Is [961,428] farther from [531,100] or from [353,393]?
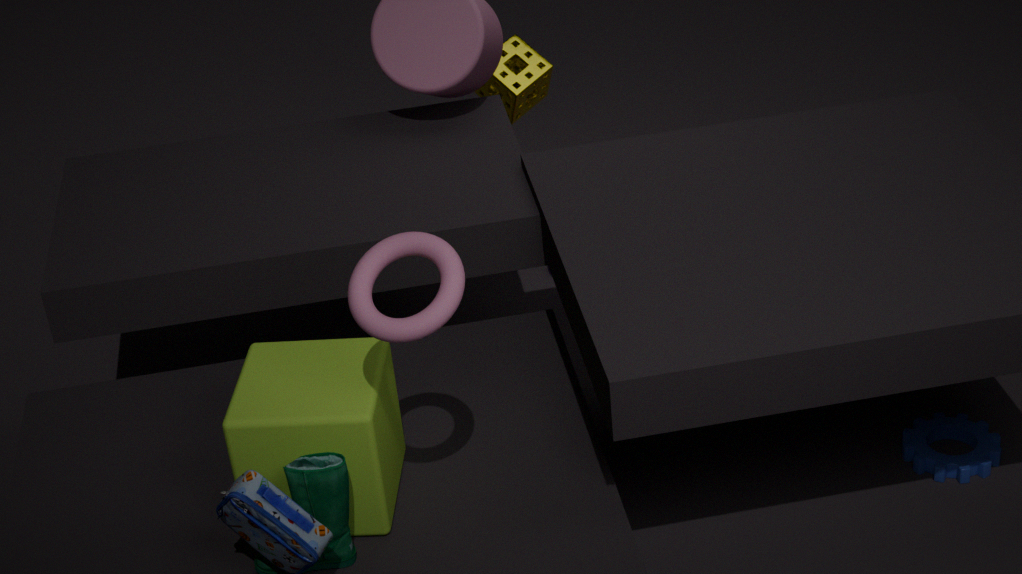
[531,100]
